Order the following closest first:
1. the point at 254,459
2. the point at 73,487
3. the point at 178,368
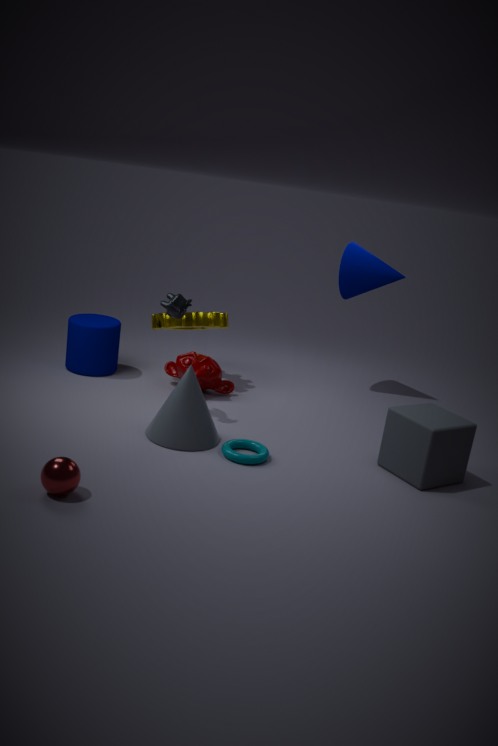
the point at 73,487 → the point at 254,459 → the point at 178,368
